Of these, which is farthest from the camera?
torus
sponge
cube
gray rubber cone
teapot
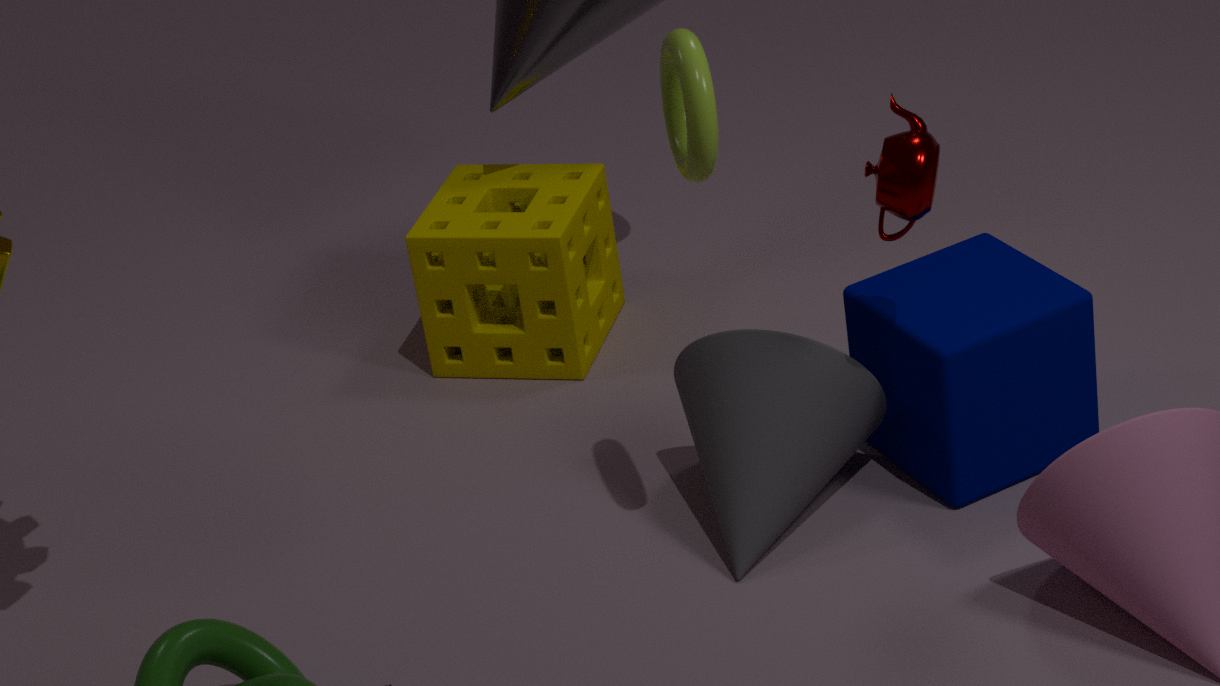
sponge
